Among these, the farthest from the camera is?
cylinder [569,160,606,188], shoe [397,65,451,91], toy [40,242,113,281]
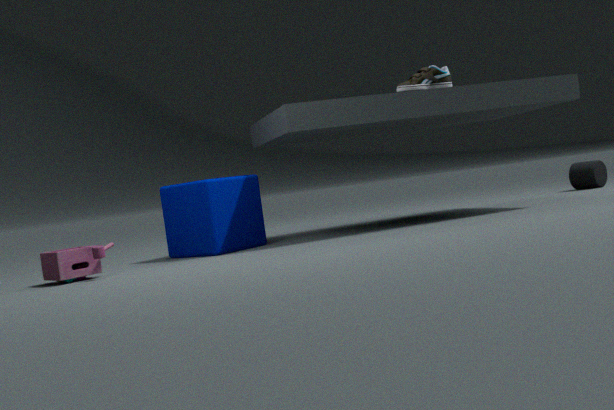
cylinder [569,160,606,188]
